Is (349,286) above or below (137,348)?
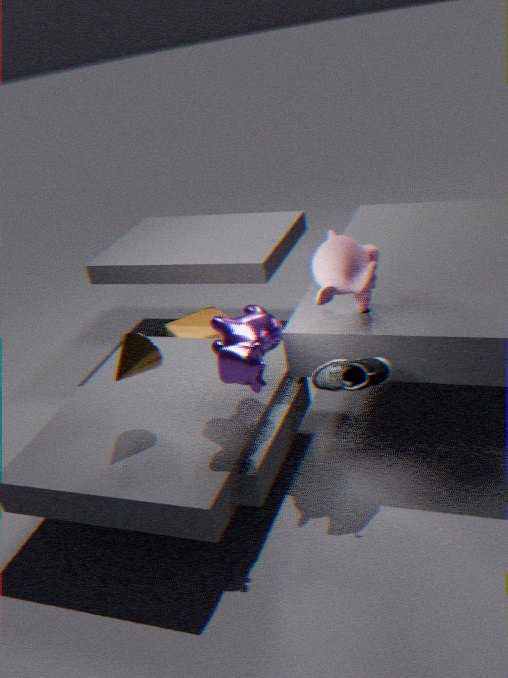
above
